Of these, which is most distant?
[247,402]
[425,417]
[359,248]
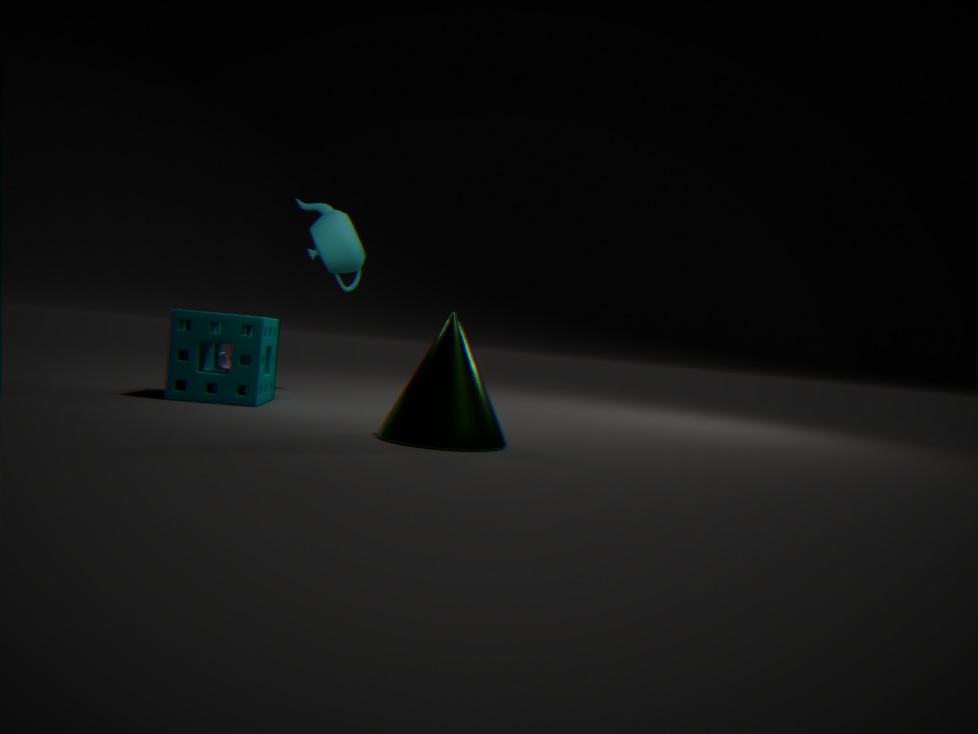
[359,248]
